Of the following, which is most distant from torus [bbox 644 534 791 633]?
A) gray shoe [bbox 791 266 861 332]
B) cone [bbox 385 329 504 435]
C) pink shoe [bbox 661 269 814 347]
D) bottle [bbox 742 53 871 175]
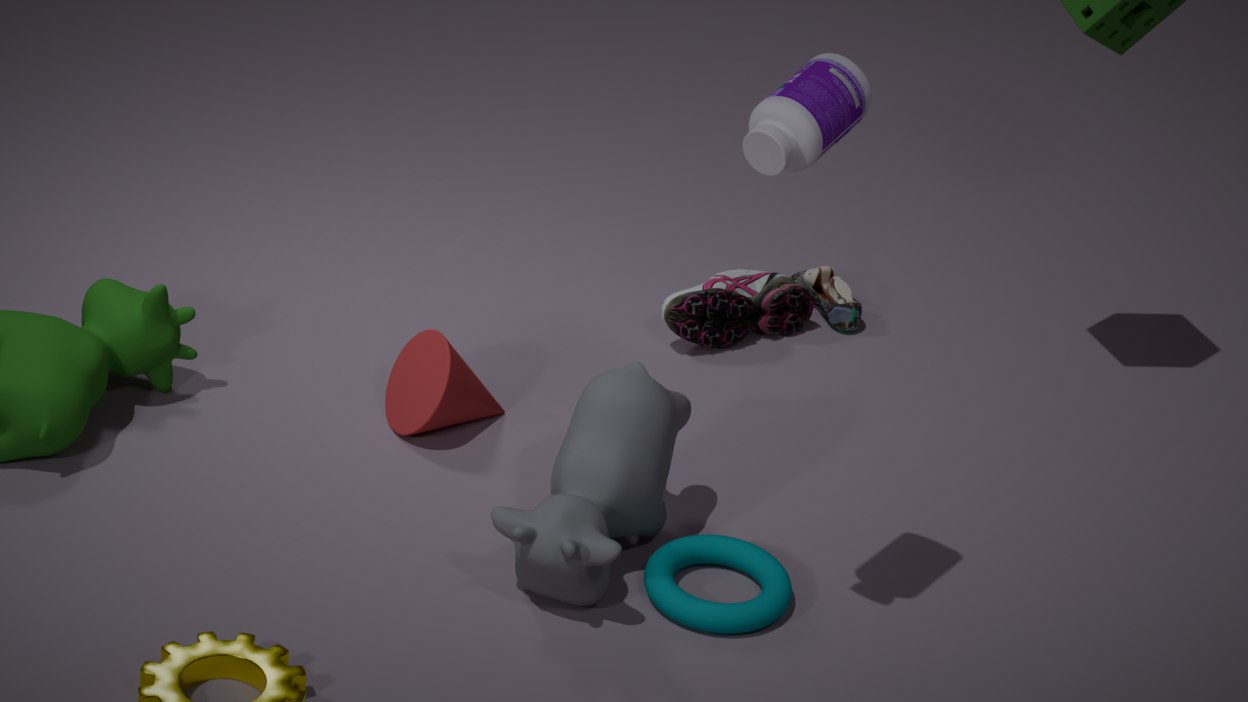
gray shoe [bbox 791 266 861 332]
